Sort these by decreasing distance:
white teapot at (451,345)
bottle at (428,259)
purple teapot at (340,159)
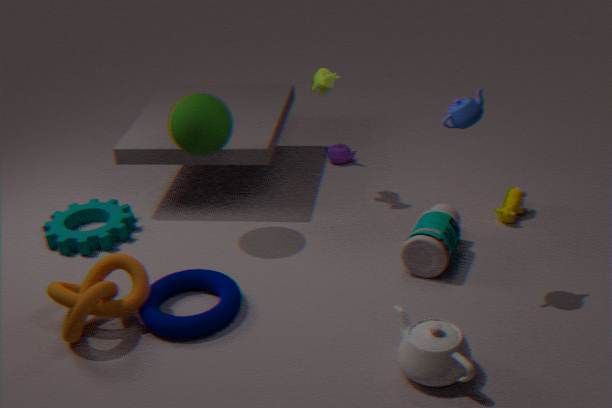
purple teapot at (340,159) → bottle at (428,259) → white teapot at (451,345)
